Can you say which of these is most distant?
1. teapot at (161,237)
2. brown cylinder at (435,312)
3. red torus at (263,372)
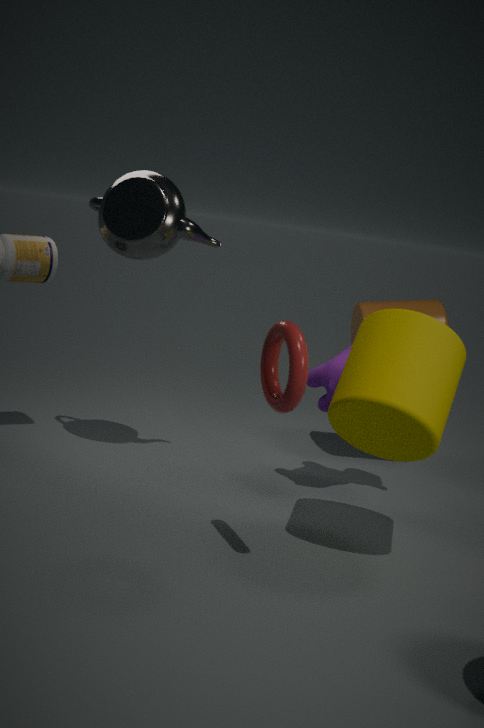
brown cylinder at (435,312)
